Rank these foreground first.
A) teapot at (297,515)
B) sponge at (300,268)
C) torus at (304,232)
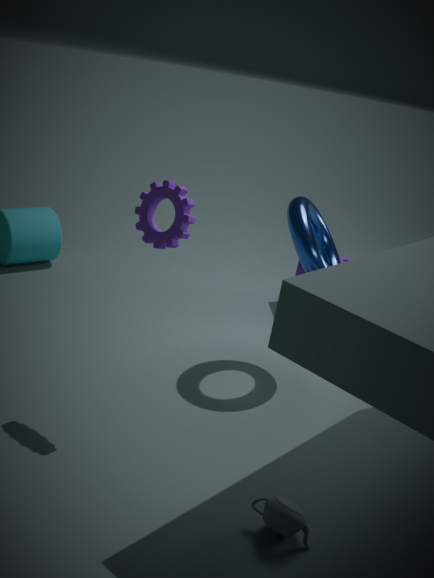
1. teapot at (297,515)
2. torus at (304,232)
3. sponge at (300,268)
